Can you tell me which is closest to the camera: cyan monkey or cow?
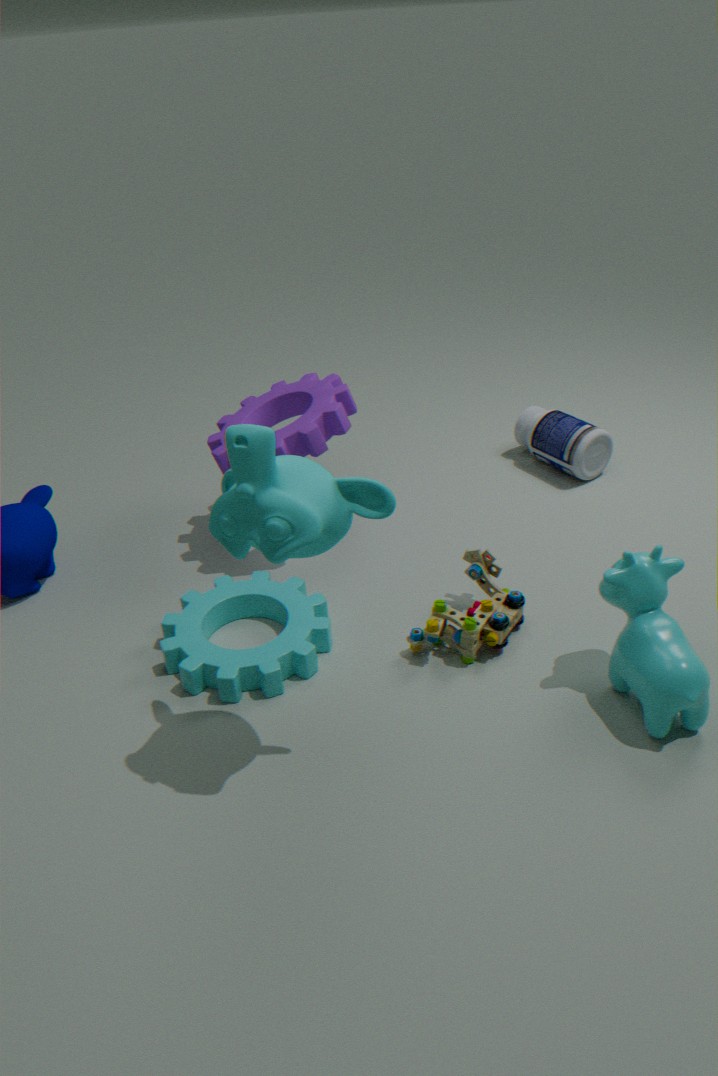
cyan monkey
